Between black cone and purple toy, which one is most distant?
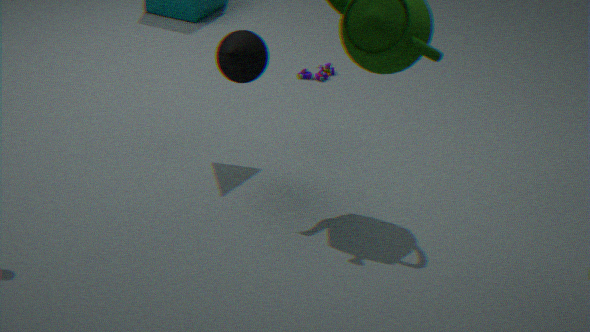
purple toy
